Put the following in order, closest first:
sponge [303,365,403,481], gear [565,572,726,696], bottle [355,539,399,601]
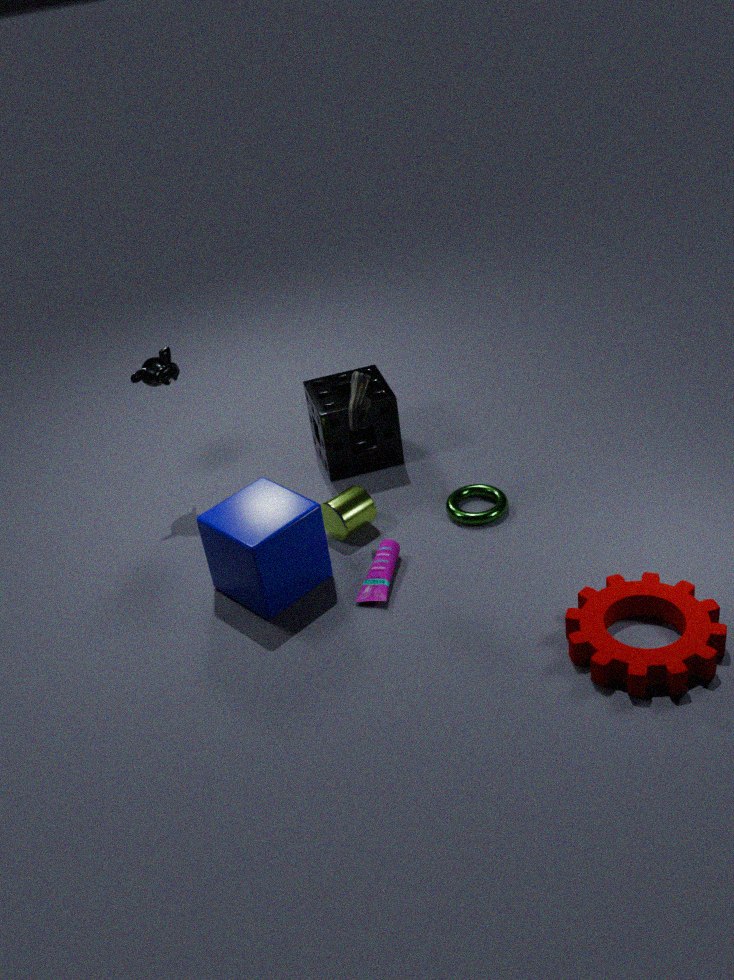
gear [565,572,726,696]
bottle [355,539,399,601]
sponge [303,365,403,481]
